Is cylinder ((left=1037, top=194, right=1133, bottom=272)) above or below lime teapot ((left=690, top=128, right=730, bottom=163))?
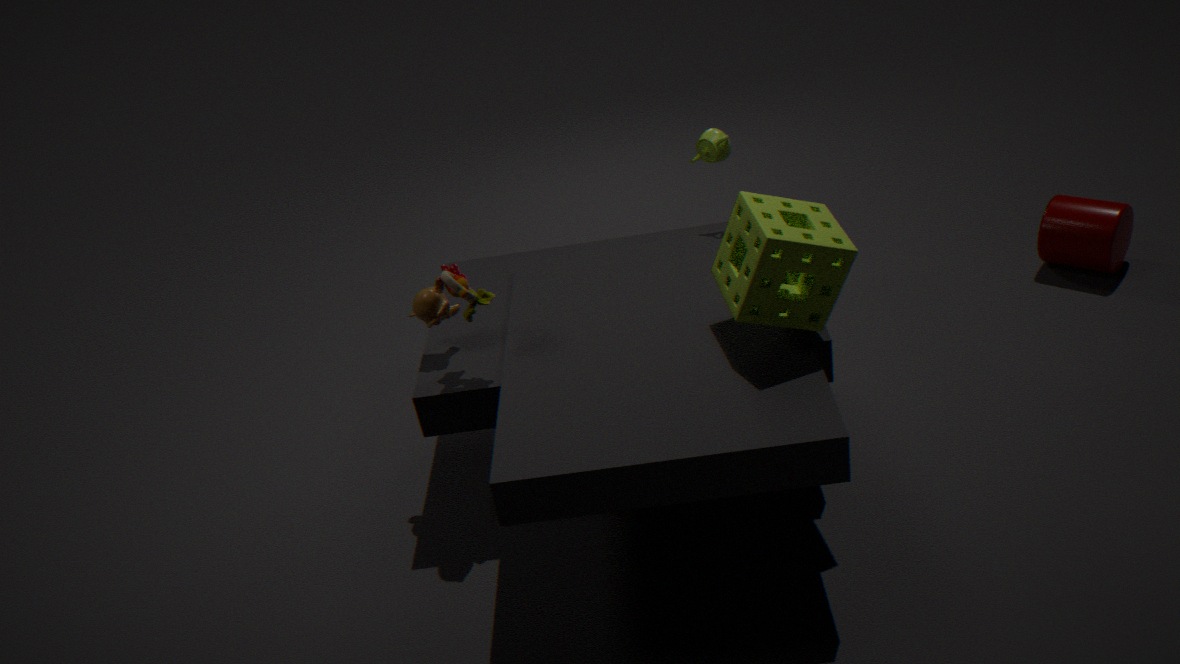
below
